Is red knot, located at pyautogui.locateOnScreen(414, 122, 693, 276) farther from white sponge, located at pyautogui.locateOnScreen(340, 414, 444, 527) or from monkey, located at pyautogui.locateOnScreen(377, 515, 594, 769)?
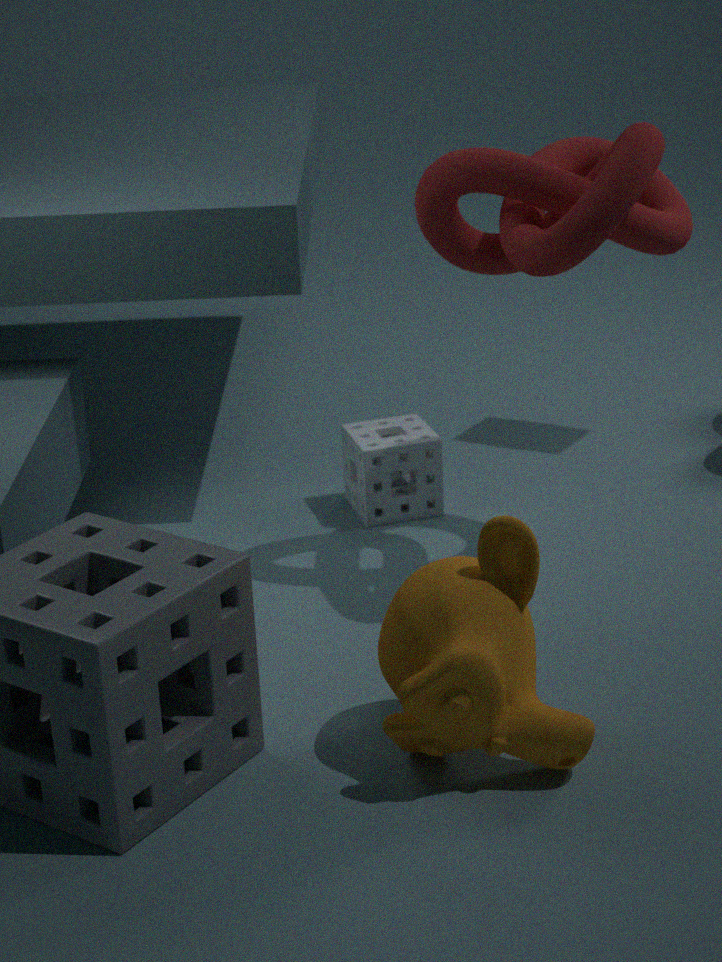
monkey, located at pyautogui.locateOnScreen(377, 515, 594, 769)
